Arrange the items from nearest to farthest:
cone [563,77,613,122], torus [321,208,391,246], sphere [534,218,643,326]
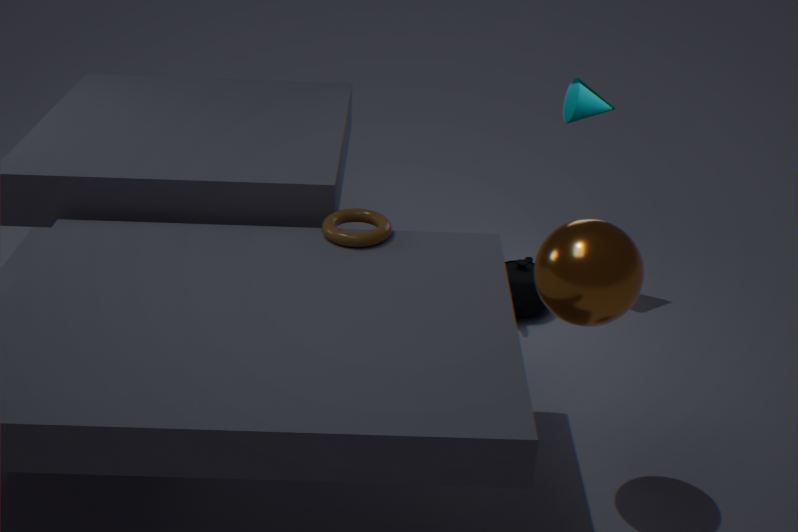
1. sphere [534,218,643,326]
2. torus [321,208,391,246]
3. cone [563,77,613,122]
